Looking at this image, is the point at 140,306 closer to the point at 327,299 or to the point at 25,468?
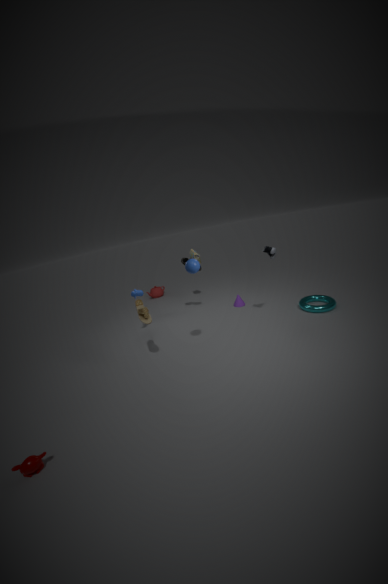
the point at 25,468
